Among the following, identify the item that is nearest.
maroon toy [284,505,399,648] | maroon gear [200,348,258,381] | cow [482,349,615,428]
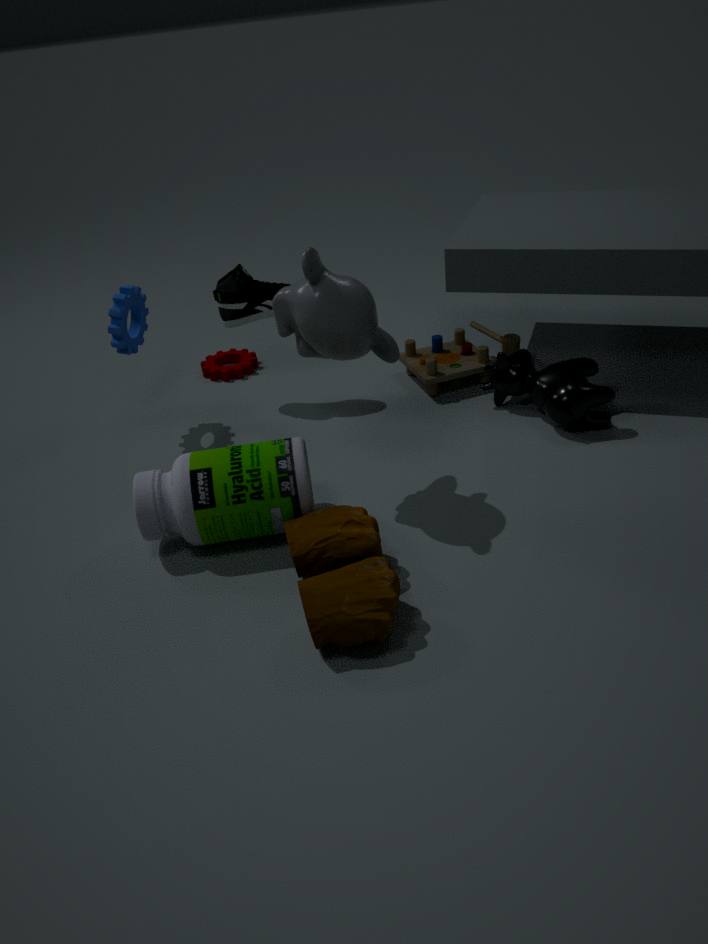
maroon toy [284,505,399,648]
